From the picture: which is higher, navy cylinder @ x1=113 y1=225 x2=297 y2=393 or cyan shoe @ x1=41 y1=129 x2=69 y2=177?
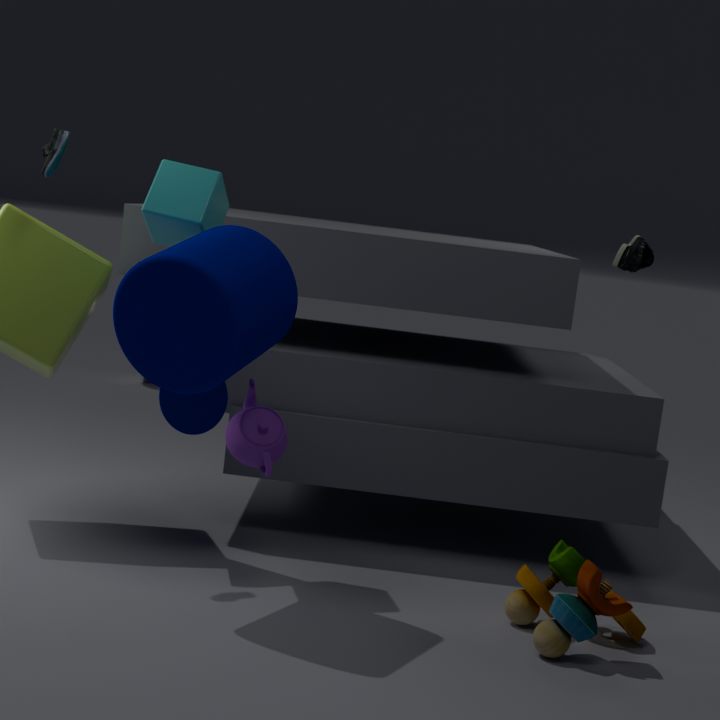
cyan shoe @ x1=41 y1=129 x2=69 y2=177
